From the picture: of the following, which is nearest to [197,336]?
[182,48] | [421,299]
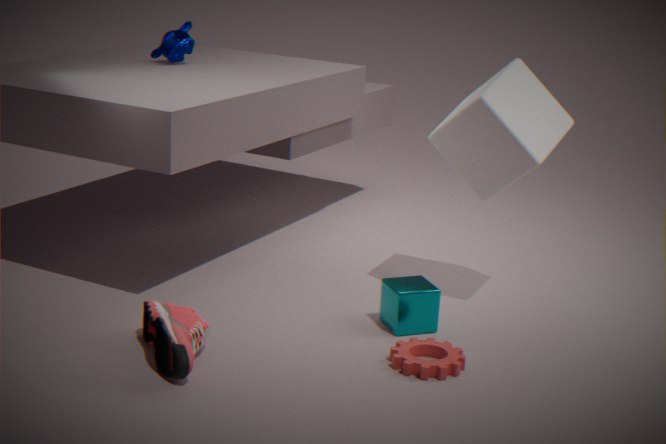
[421,299]
